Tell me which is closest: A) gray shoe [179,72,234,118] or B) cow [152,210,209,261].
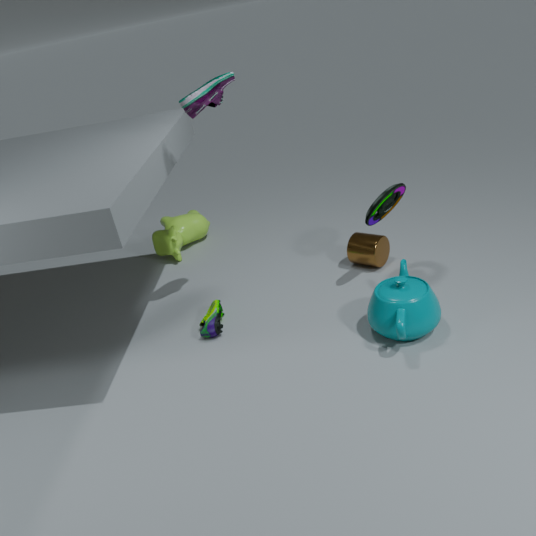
A. gray shoe [179,72,234,118]
